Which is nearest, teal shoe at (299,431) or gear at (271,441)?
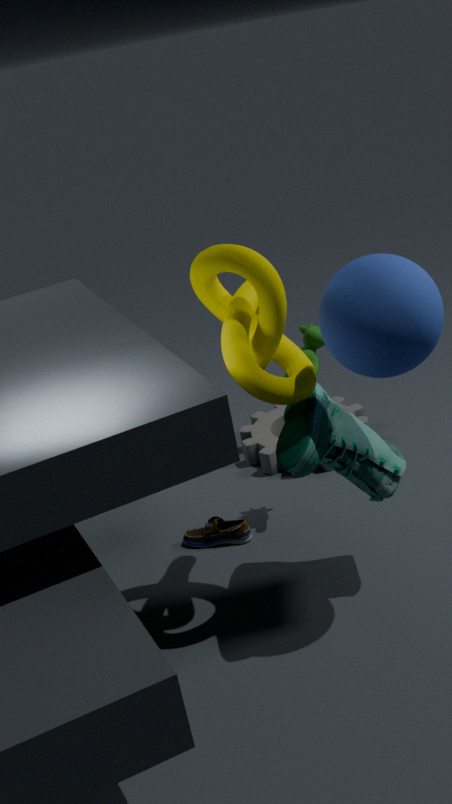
teal shoe at (299,431)
